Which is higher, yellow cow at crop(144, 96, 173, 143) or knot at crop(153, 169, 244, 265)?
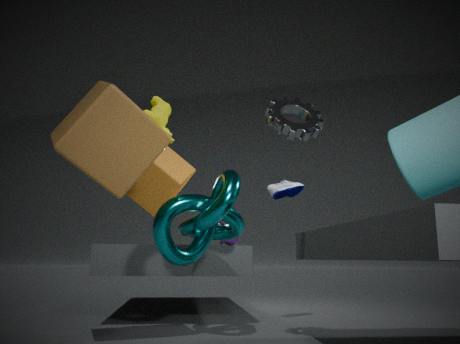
yellow cow at crop(144, 96, 173, 143)
